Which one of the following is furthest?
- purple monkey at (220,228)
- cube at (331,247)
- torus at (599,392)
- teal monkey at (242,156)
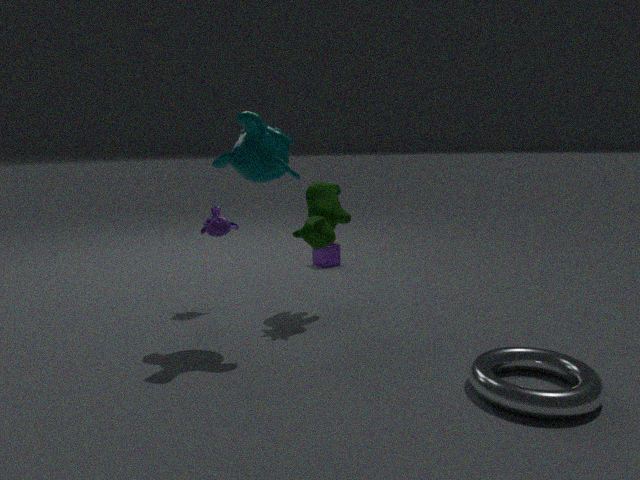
cube at (331,247)
